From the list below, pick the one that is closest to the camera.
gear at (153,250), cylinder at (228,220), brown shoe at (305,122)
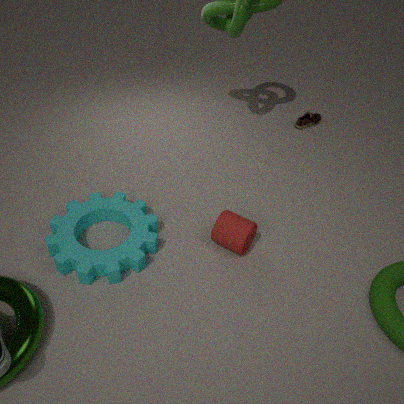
gear at (153,250)
